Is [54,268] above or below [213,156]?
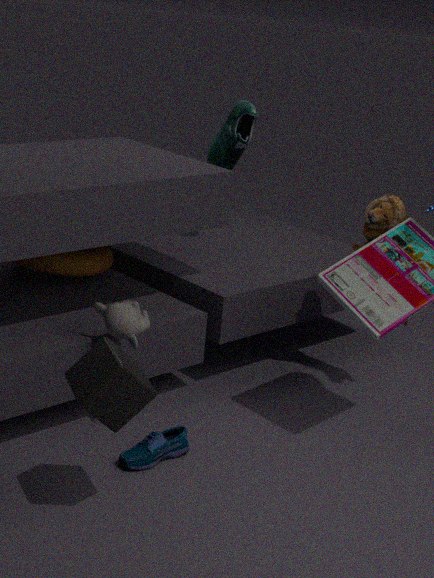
below
